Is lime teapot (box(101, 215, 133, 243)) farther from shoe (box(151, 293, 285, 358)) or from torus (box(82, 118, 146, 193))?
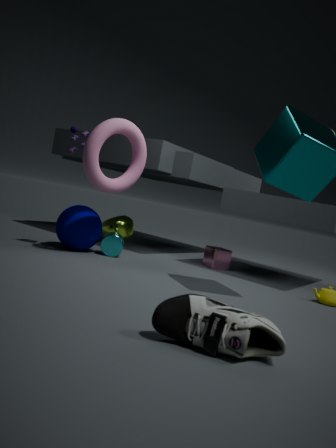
shoe (box(151, 293, 285, 358))
